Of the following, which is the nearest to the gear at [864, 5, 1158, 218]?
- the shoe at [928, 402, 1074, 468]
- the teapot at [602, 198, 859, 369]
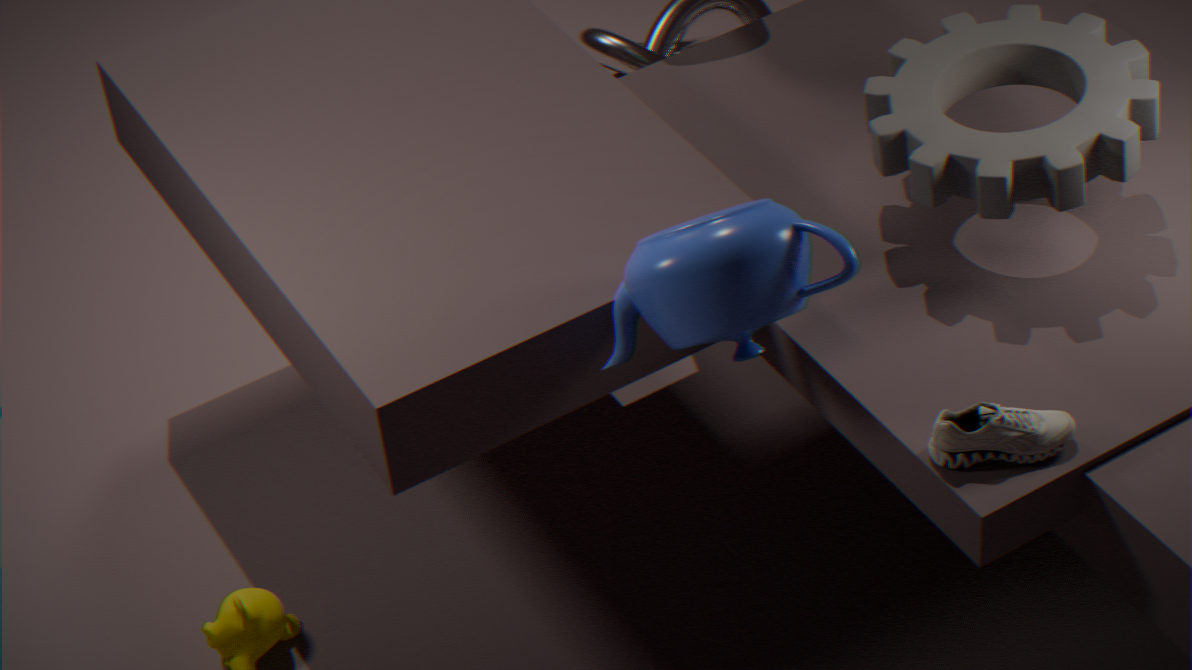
the teapot at [602, 198, 859, 369]
